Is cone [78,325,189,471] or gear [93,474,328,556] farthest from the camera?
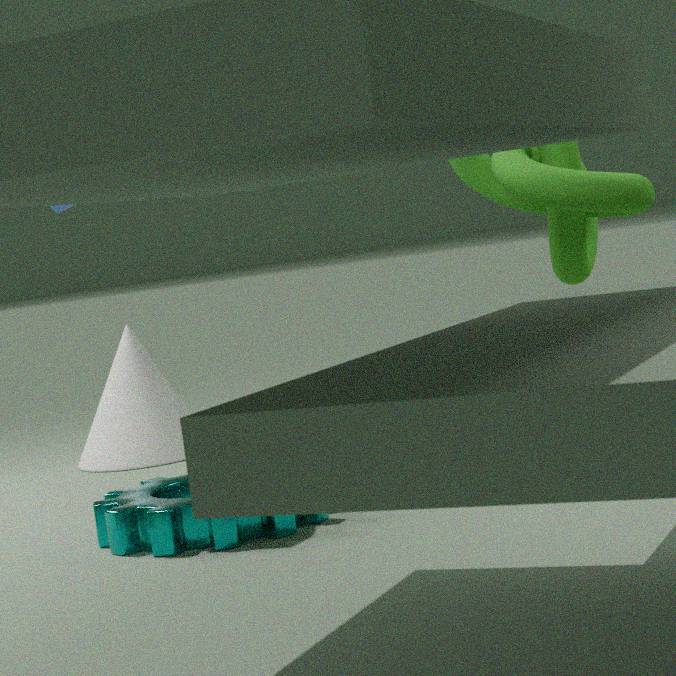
cone [78,325,189,471]
